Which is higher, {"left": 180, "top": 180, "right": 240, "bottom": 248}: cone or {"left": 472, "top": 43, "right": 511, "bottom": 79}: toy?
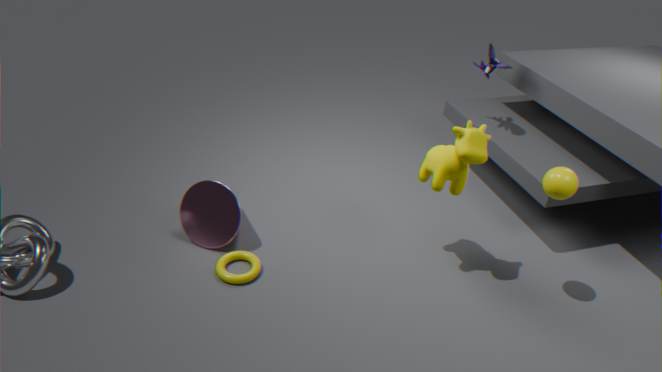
{"left": 472, "top": 43, "right": 511, "bottom": 79}: toy
